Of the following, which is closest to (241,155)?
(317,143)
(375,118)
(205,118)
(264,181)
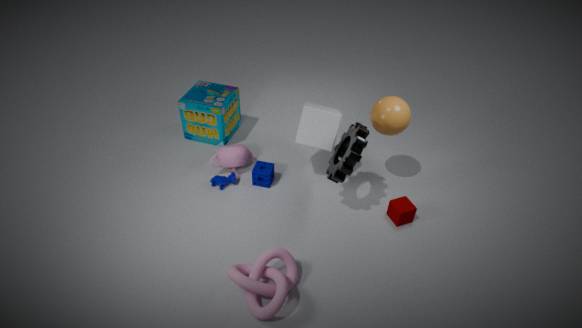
(264,181)
